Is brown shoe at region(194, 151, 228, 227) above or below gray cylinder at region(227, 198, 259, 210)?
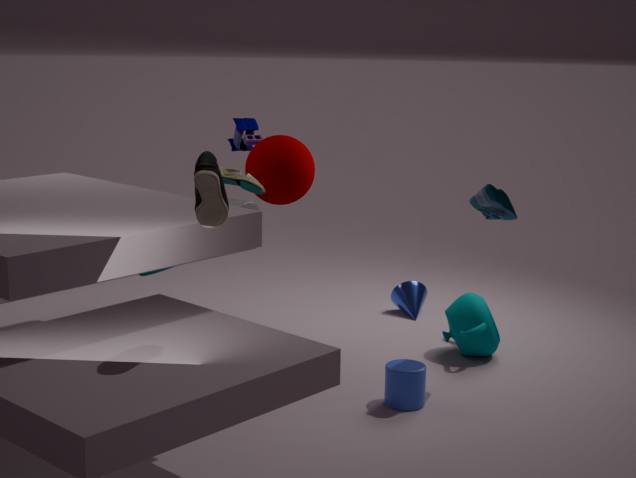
above
